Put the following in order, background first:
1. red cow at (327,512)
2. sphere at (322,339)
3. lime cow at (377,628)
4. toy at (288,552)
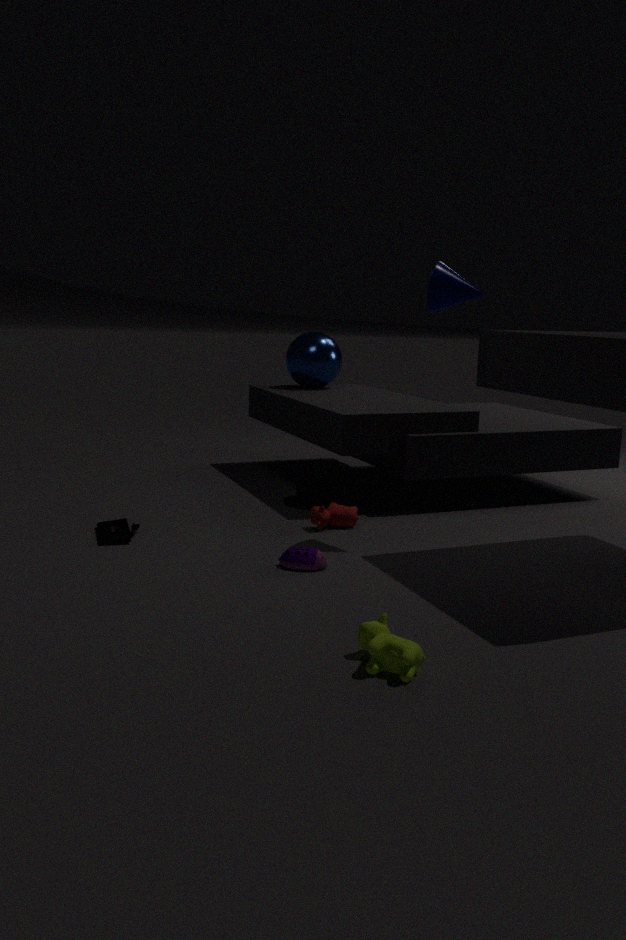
sphere at (322,339)
red cow at (327,512)
toy at (288,552)
lime cow at (377,628)
